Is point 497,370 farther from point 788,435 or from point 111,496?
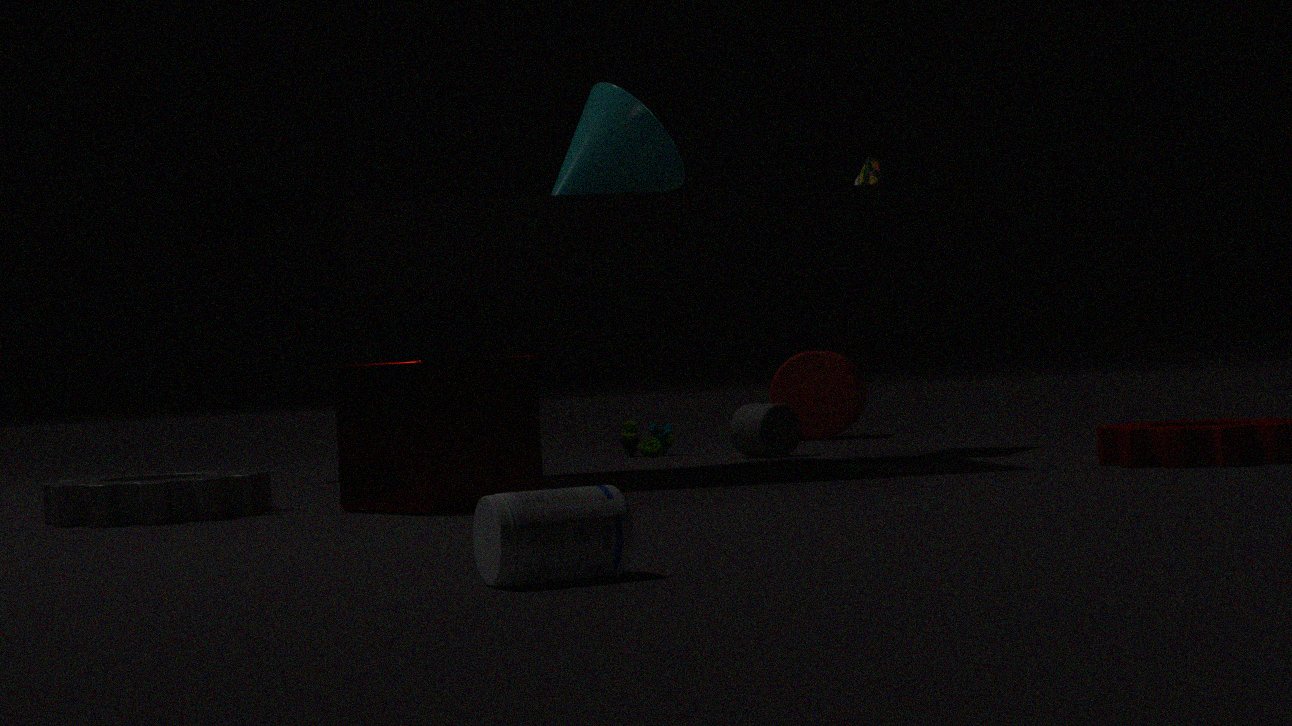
point 788,435
